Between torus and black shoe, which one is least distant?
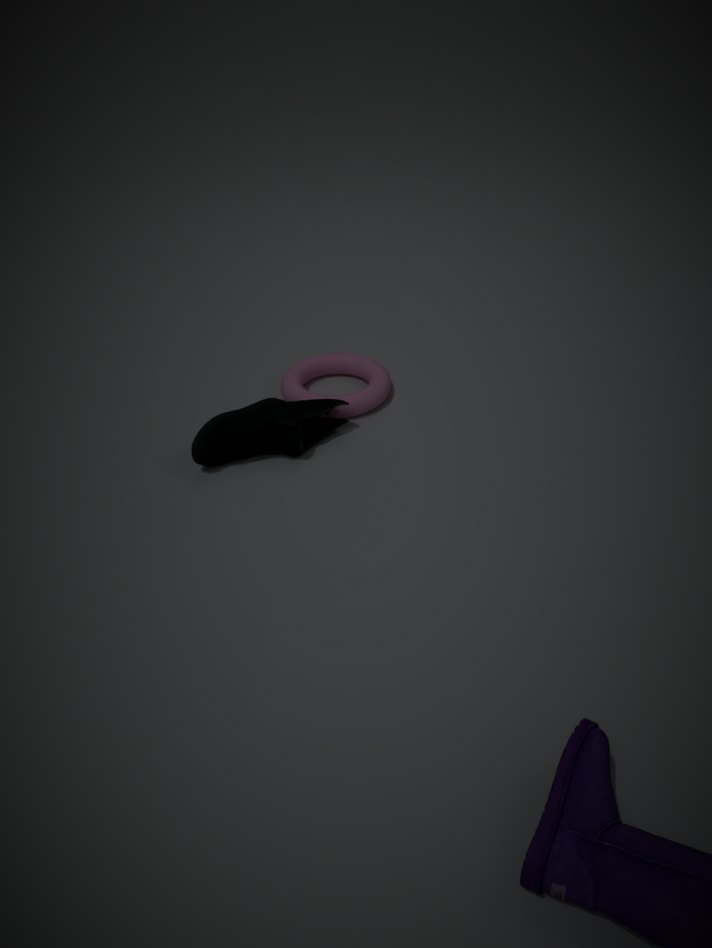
black shoe
